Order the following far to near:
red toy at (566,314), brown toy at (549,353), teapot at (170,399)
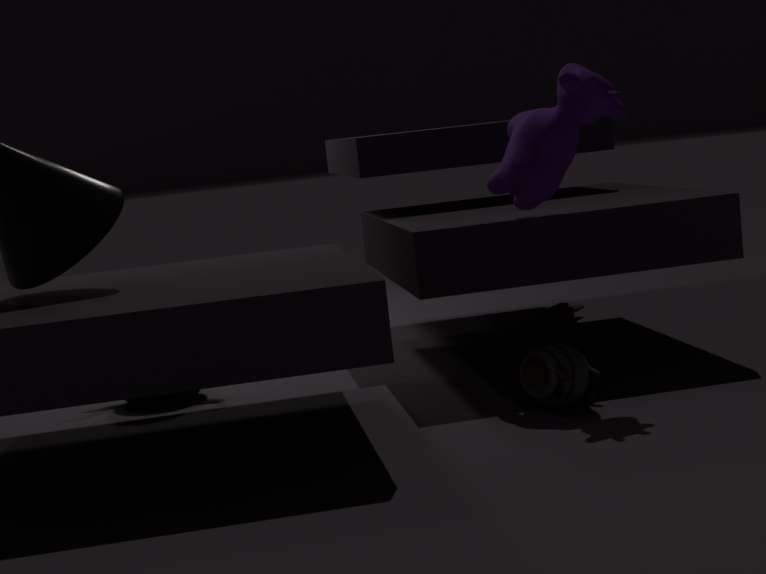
Answer: red toy at (566,314), teapot at (170,399), brown toy at (549,353)
